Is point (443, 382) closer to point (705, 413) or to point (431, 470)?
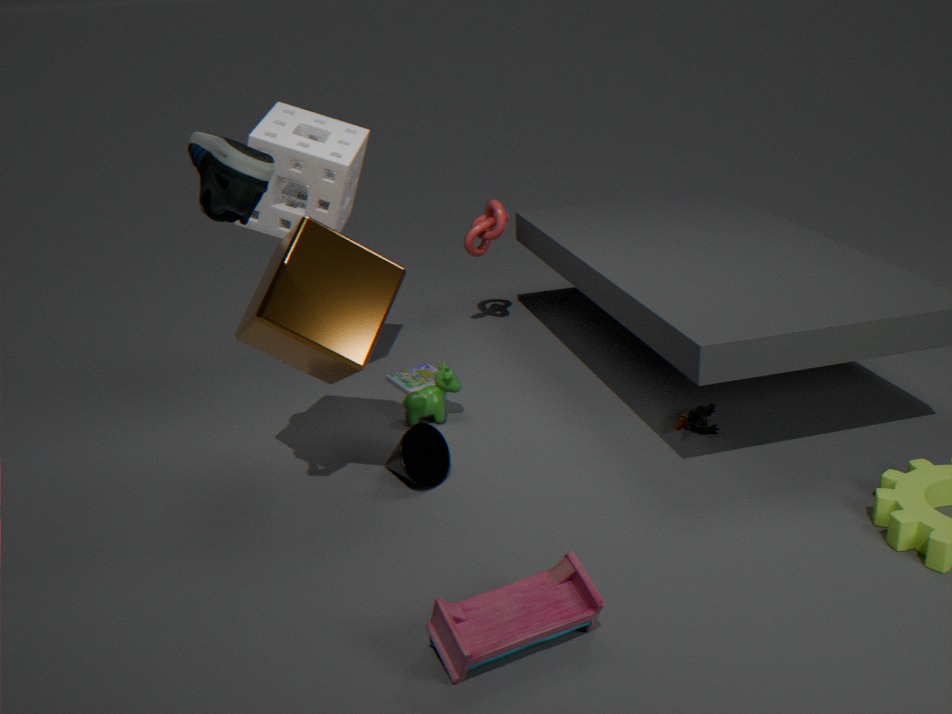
point (431, 470)
